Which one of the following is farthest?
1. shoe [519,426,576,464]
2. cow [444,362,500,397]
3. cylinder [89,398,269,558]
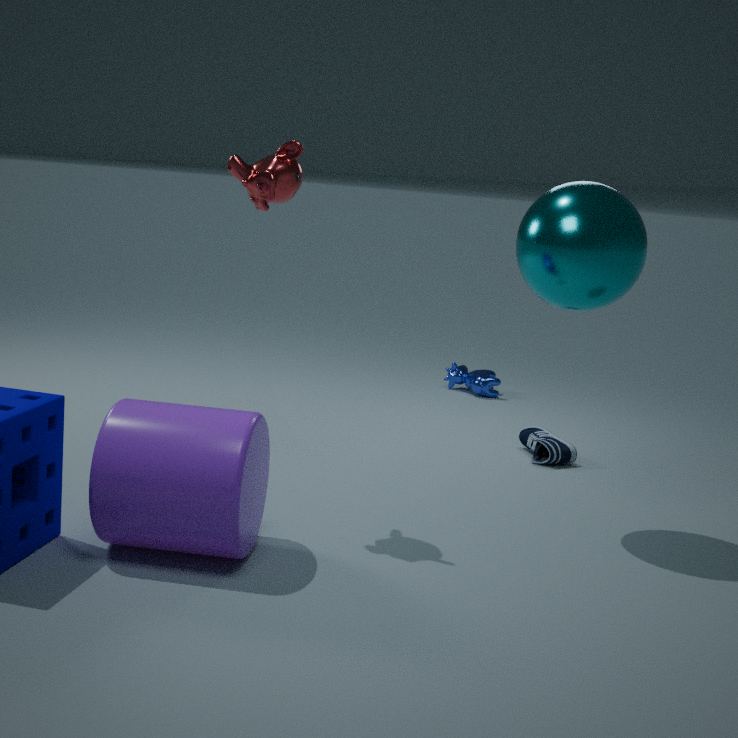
cow [444,362,500,397]
